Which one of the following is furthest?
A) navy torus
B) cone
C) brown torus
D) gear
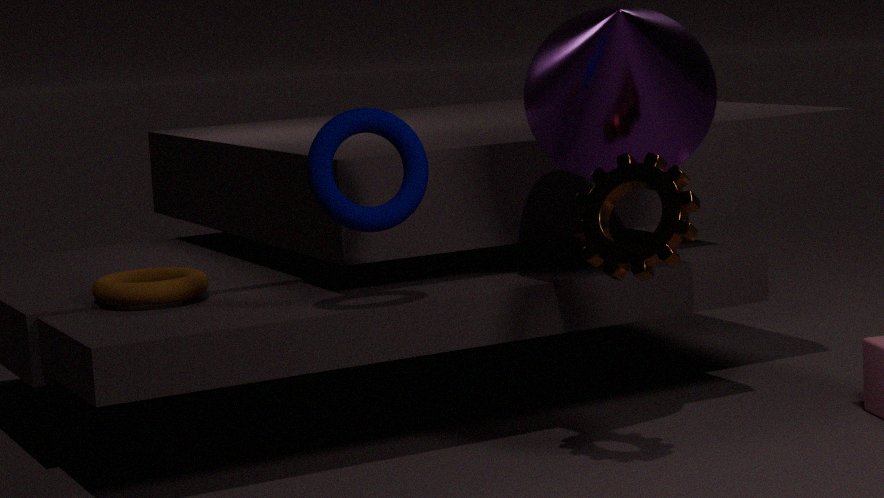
brown torus
